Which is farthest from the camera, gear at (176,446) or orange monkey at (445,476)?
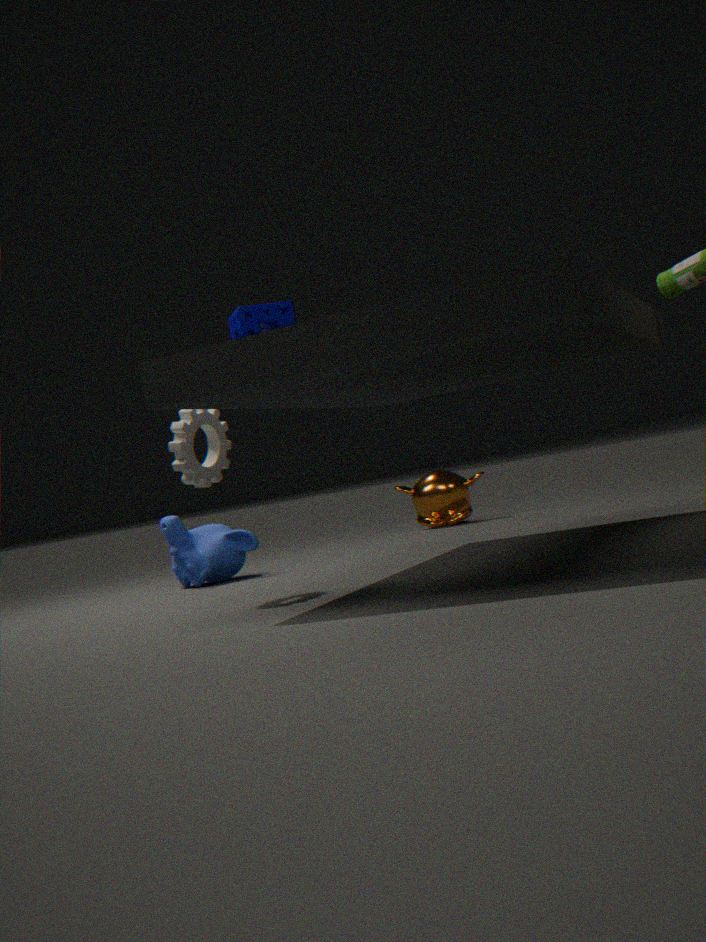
orange monkey at (445,476)
